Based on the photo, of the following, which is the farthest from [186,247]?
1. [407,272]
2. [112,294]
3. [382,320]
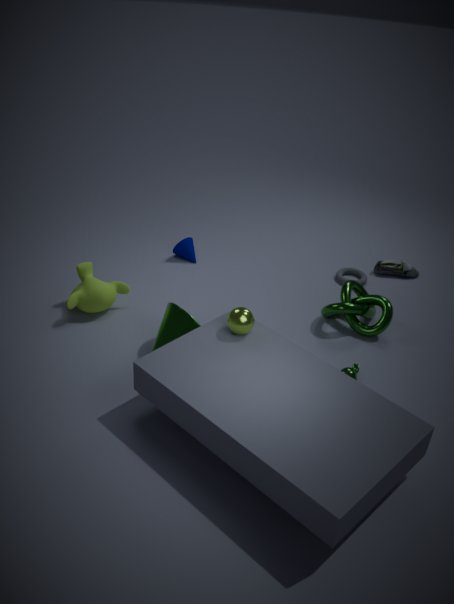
[407,272]
